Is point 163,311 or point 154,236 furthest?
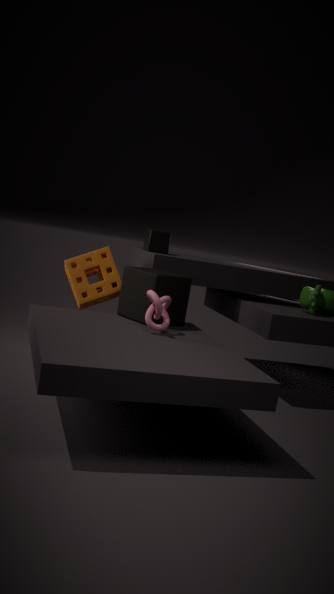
point 154,236
